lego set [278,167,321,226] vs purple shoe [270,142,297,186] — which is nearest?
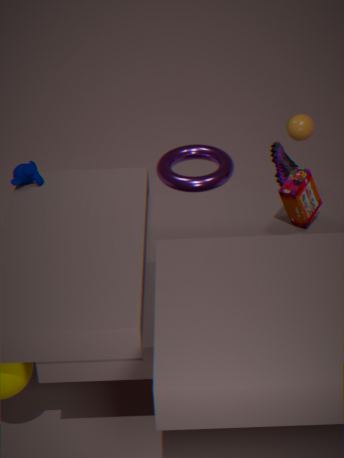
lego set [278,167,321,226]
